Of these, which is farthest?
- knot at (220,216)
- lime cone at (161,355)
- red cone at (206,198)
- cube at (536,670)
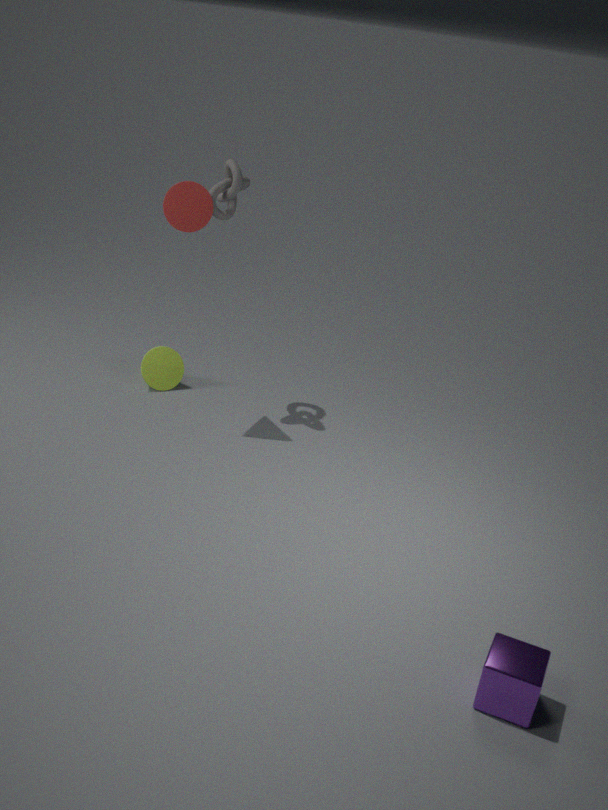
lime cone at (161,355)
